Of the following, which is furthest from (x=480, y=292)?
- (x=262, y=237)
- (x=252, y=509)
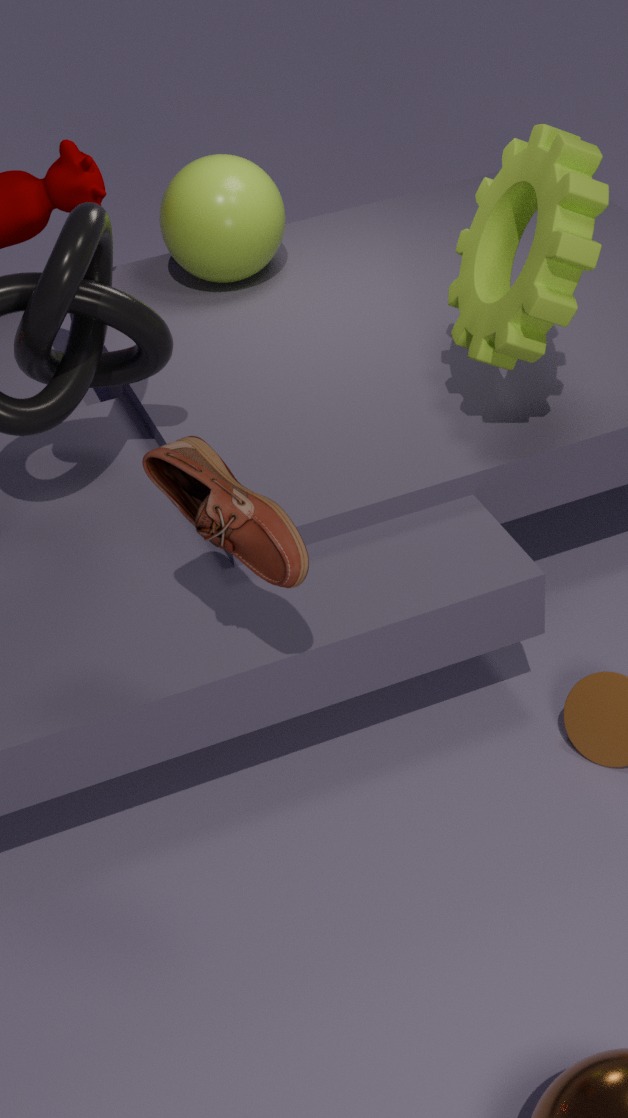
(x=262, y=237)
